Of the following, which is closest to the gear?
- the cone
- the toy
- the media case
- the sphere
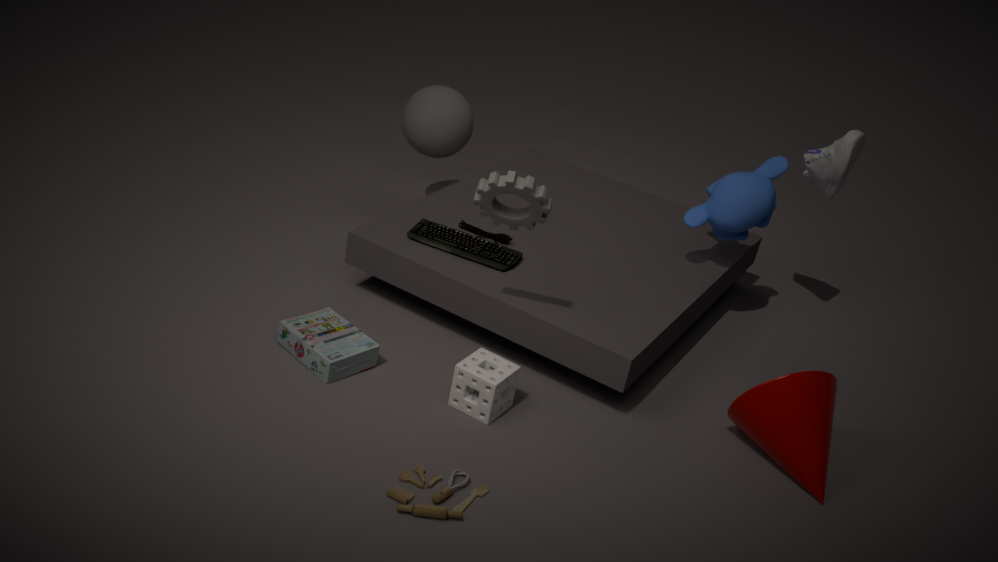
the media case
